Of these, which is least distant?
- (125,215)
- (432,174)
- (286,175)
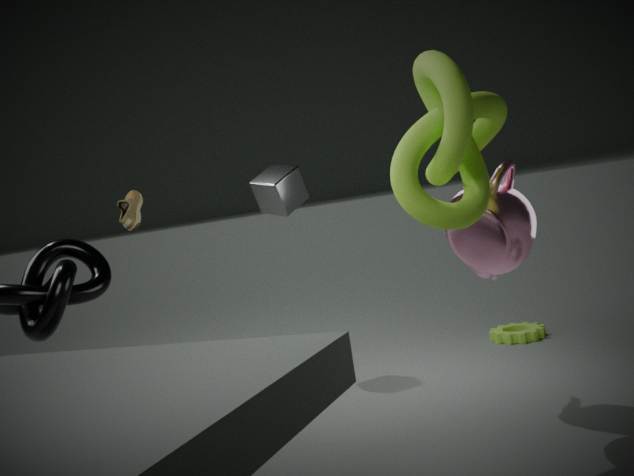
(432,174)
